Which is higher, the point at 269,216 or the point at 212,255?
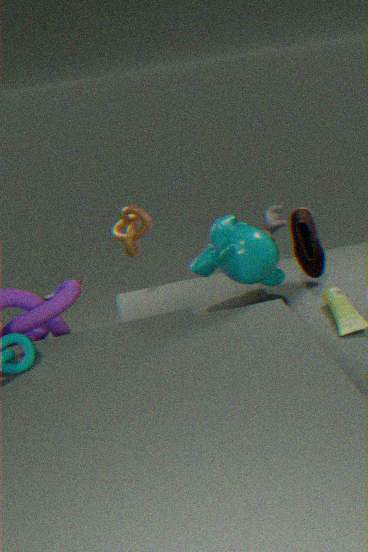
the point at 212,255
